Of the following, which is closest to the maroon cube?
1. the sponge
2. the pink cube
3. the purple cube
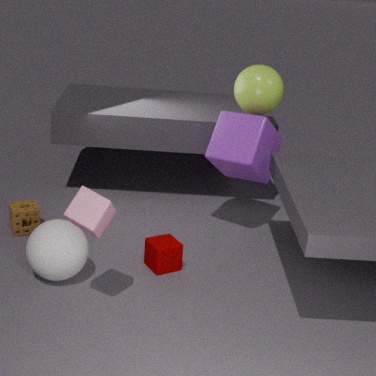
the pink cube
